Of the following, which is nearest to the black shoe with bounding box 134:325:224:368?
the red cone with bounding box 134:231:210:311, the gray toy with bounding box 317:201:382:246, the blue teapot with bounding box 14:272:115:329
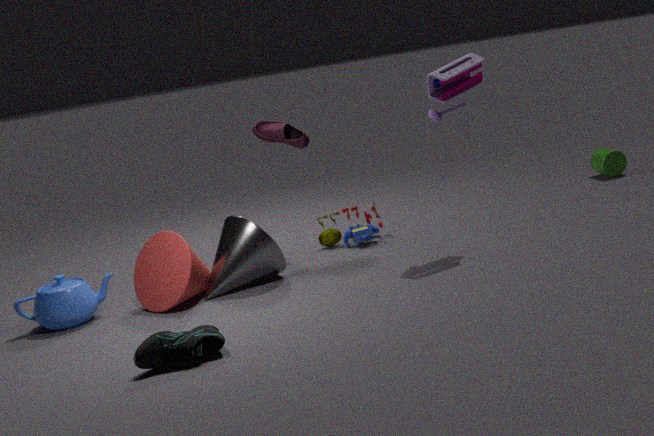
the red cone with bounding box 134:231:210:311
